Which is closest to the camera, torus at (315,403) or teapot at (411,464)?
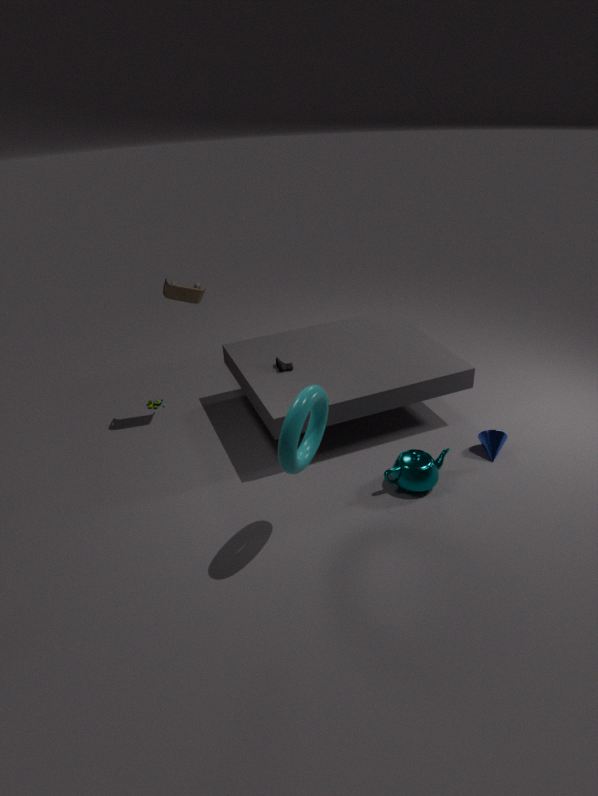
torus at (315,403)
